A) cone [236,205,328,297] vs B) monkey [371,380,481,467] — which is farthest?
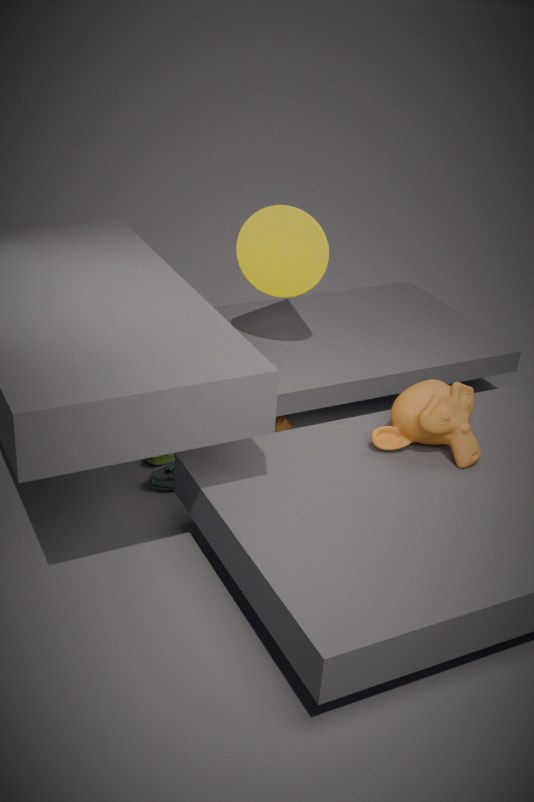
A. cone [236,205,328,297]
